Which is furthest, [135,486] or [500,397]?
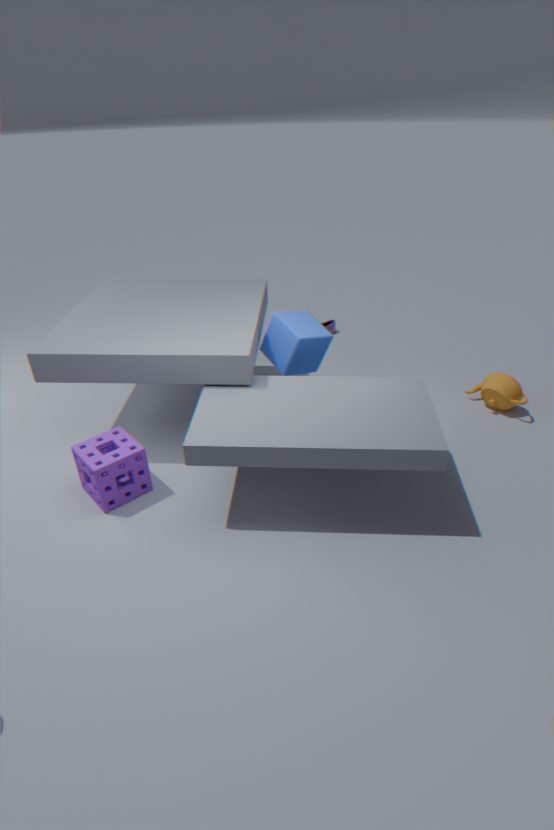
[500,397]
